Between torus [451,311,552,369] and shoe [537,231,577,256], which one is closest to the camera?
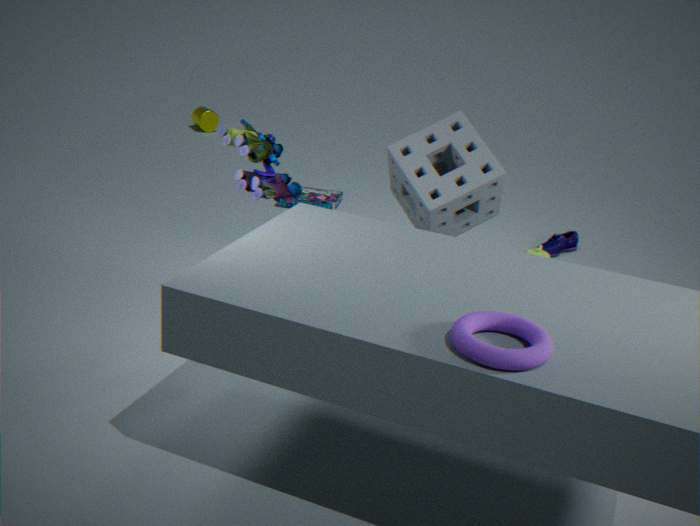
torus [451,311,552,369]
